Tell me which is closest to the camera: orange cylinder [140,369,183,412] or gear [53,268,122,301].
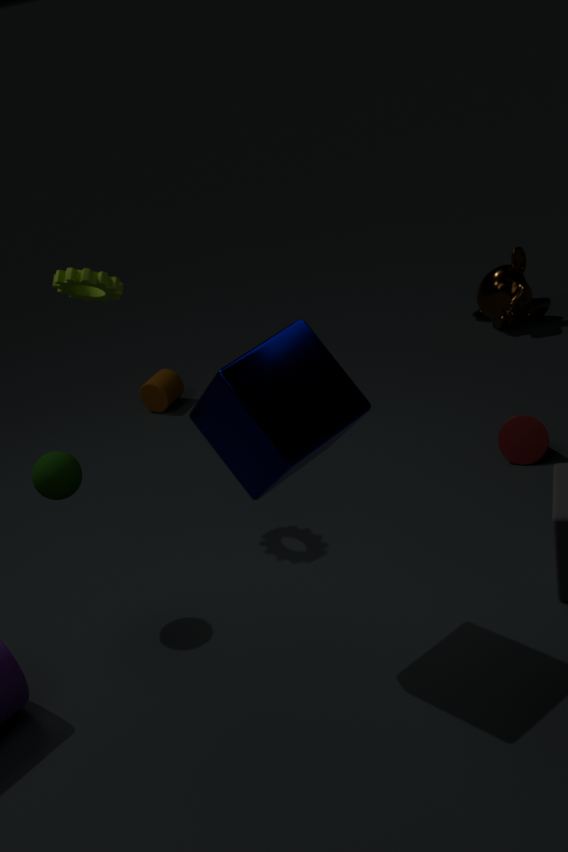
gear [53,268,122,301]
